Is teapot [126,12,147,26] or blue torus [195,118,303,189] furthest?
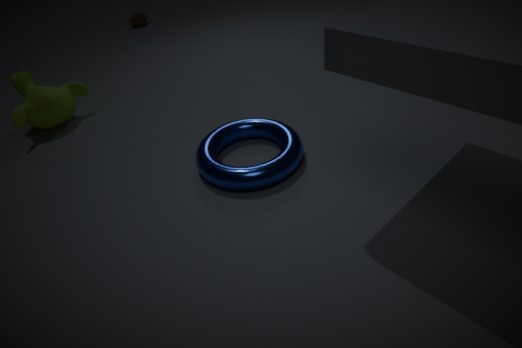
teapot [126,12,147,26]
